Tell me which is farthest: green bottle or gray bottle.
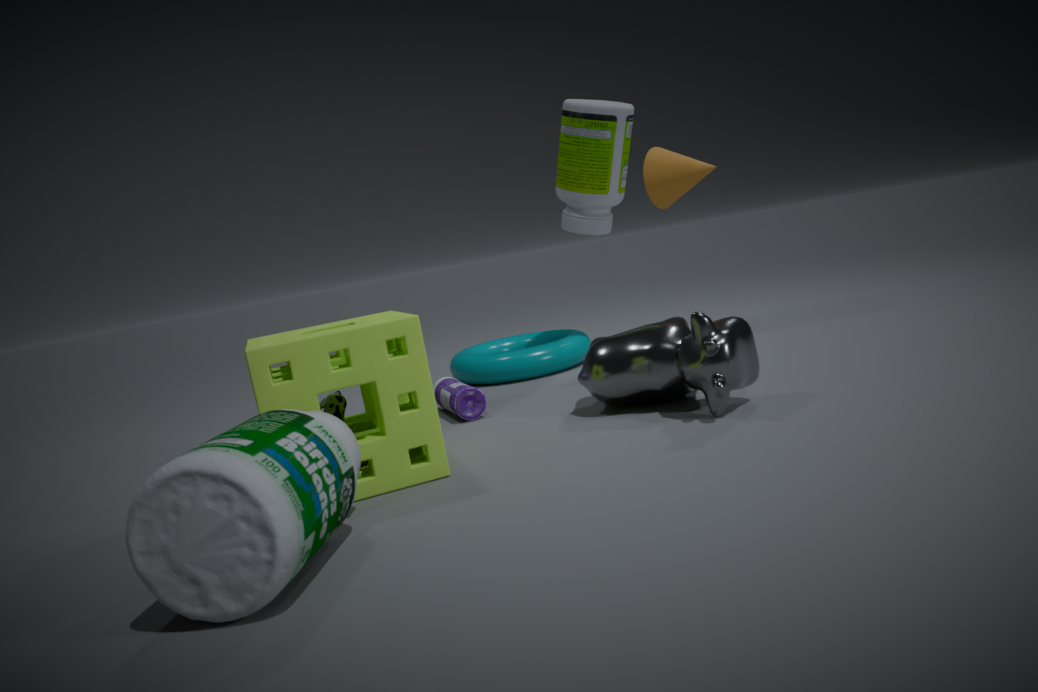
green bottle
